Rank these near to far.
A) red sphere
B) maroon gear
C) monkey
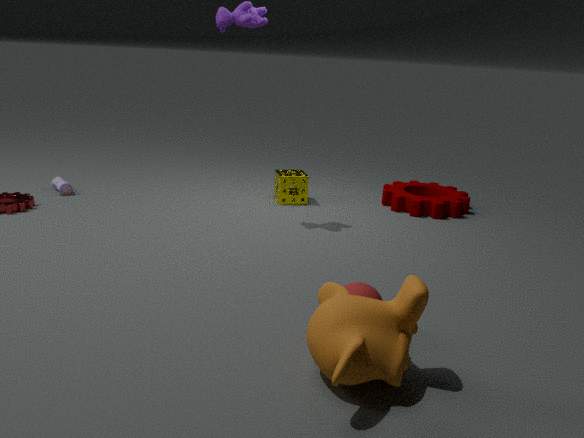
1. monkey
2. red sphere
3. maroon gear
